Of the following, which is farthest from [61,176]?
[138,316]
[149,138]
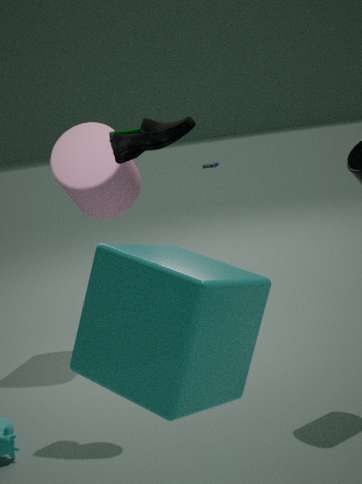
[138,316]
